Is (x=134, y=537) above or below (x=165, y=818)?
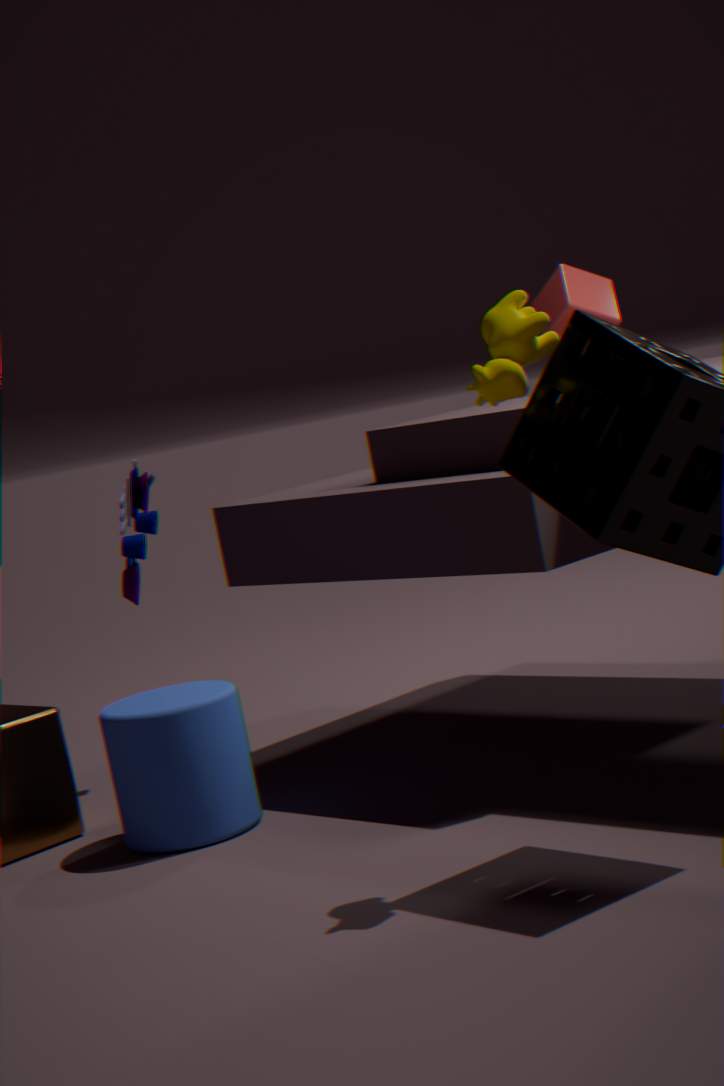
above
